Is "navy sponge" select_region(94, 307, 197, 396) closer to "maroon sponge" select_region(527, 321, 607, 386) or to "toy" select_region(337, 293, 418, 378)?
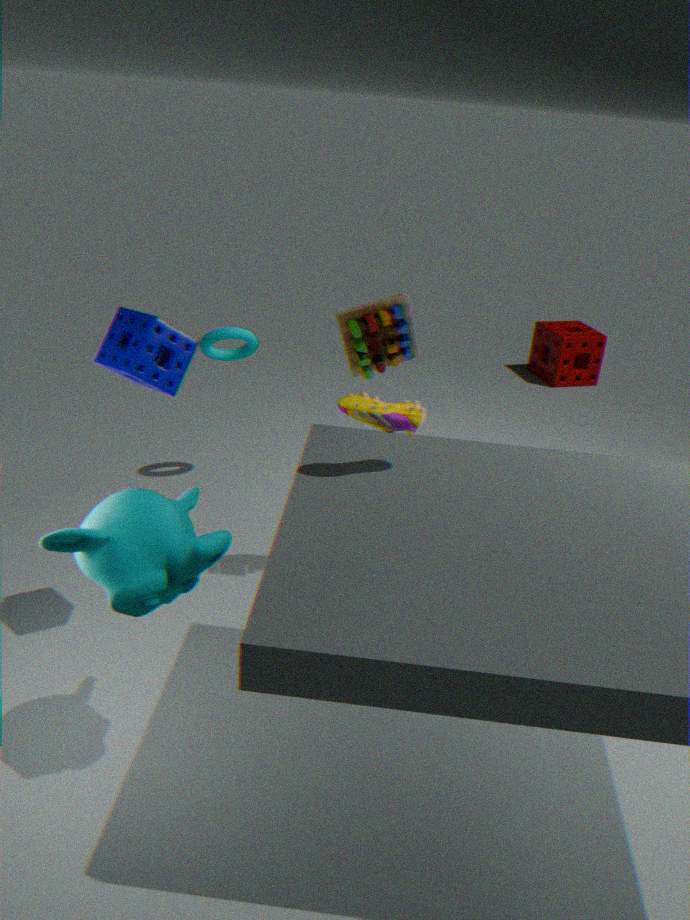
"toy" select_region(337, 293, 418, 378)
